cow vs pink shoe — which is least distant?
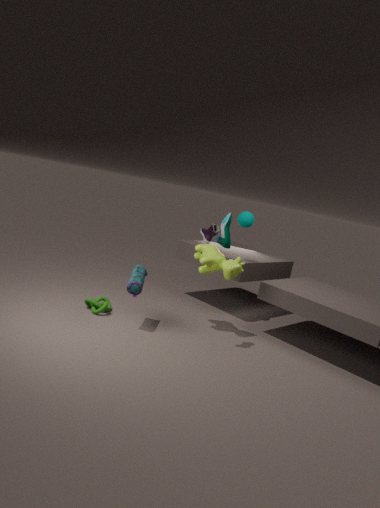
cow
